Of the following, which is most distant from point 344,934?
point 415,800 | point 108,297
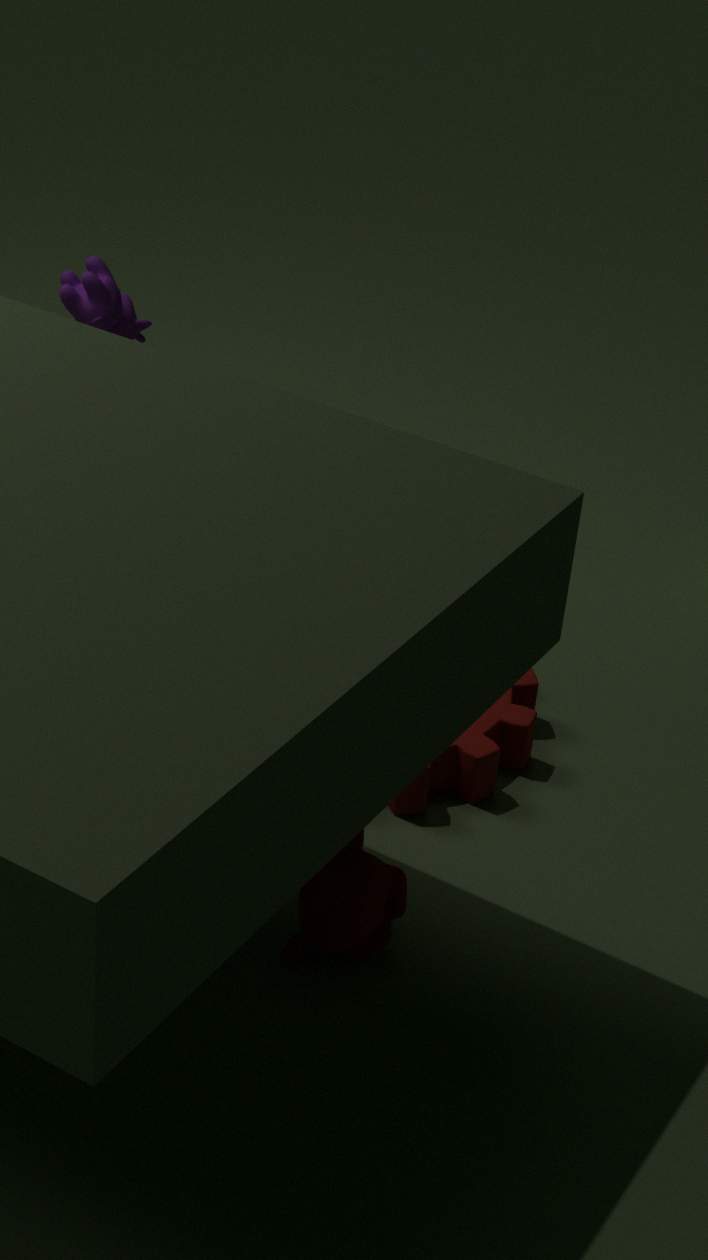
point 108,297
